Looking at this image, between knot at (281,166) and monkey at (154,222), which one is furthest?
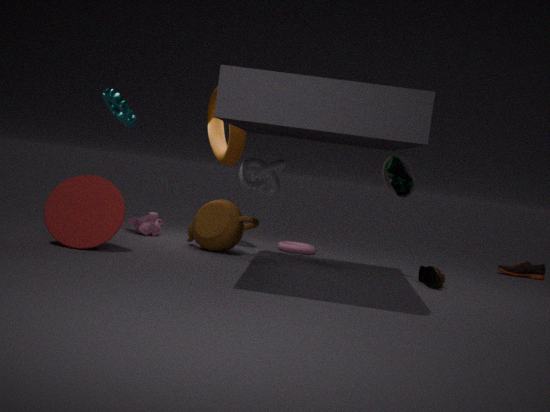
monkey at (154,222)
